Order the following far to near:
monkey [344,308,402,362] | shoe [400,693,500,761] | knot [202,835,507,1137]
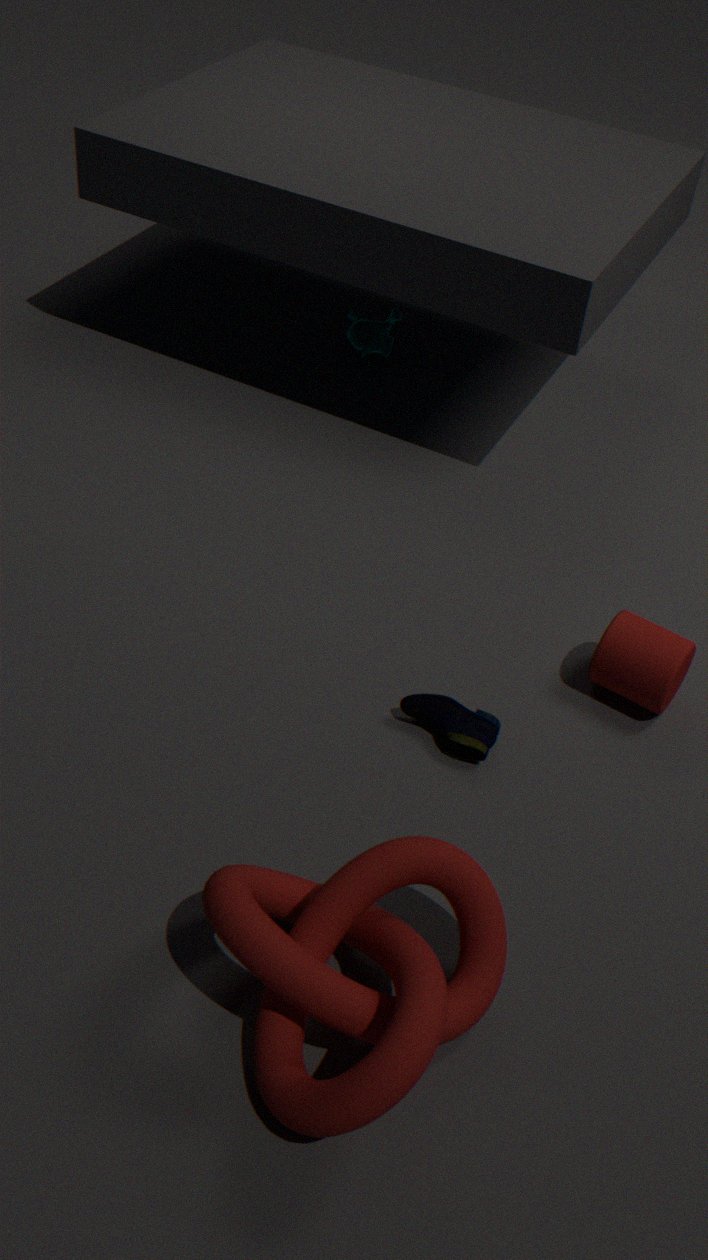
monkey [344,308,402,362] < shoe [400,693,500,761] < knot [202,835,507,1137]
